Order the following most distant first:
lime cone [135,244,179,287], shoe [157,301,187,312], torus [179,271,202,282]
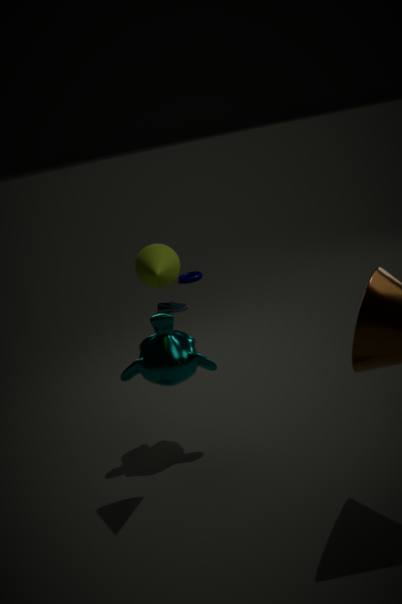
torus [179,271,202,282], shoe [157,301,187,312], lime cone [135,244,179,287]
